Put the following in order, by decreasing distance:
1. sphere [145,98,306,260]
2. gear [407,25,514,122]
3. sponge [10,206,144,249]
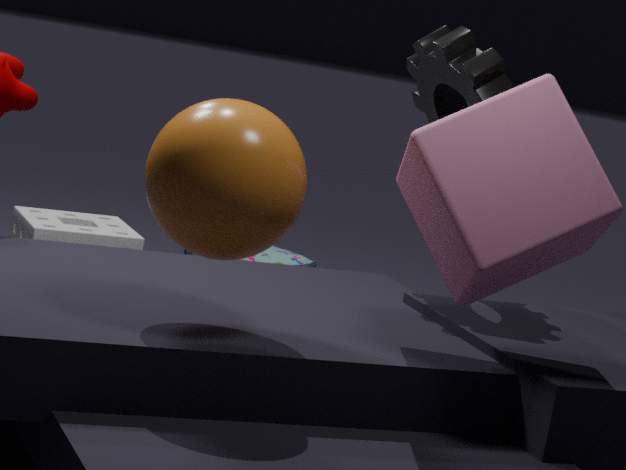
sponge [10,206,144,249]
gear [407,25,514,122]
sphere [145,98,306,260]
